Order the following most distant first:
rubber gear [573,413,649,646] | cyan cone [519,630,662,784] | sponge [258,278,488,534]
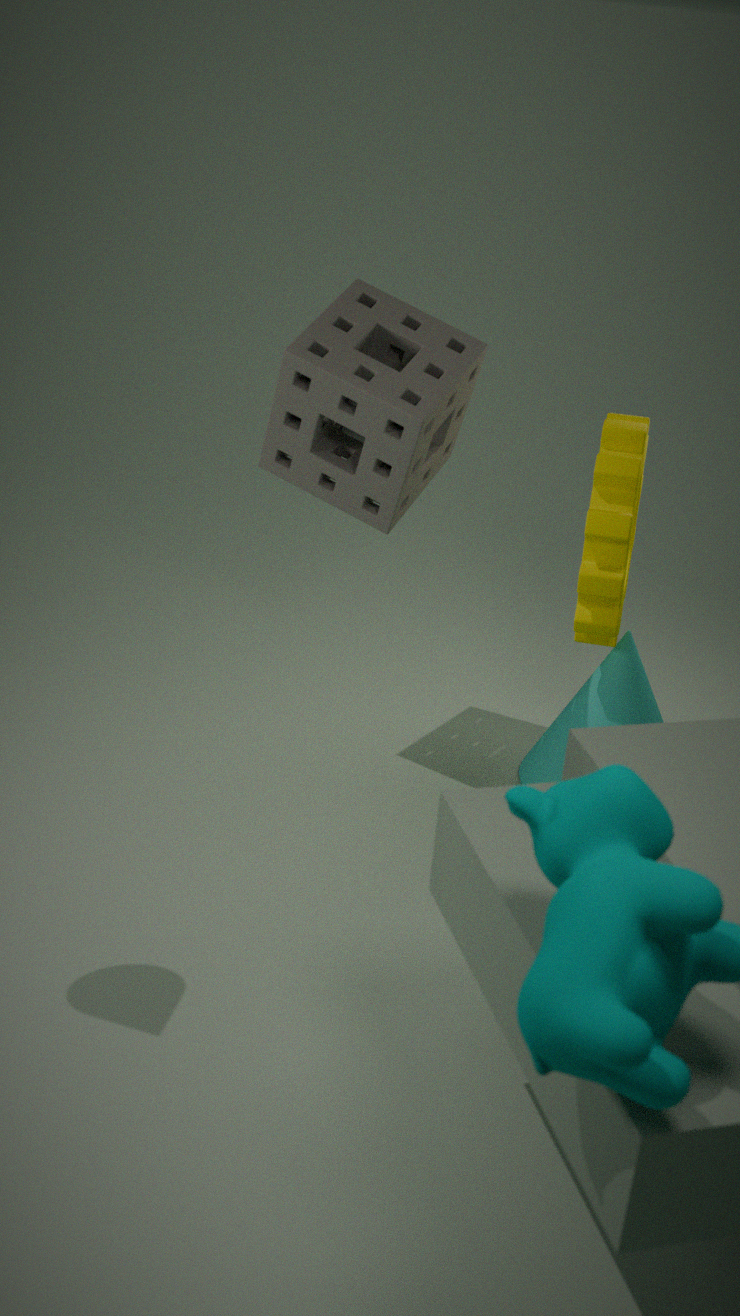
cyan cone [519,630,662,784] < sponge [258,278,488,534] < rubber gear [573,413,649,646]
